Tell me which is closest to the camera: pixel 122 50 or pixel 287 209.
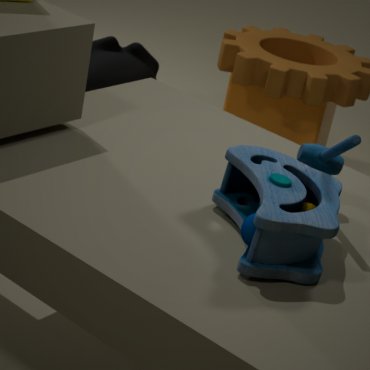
pixel 287 209
